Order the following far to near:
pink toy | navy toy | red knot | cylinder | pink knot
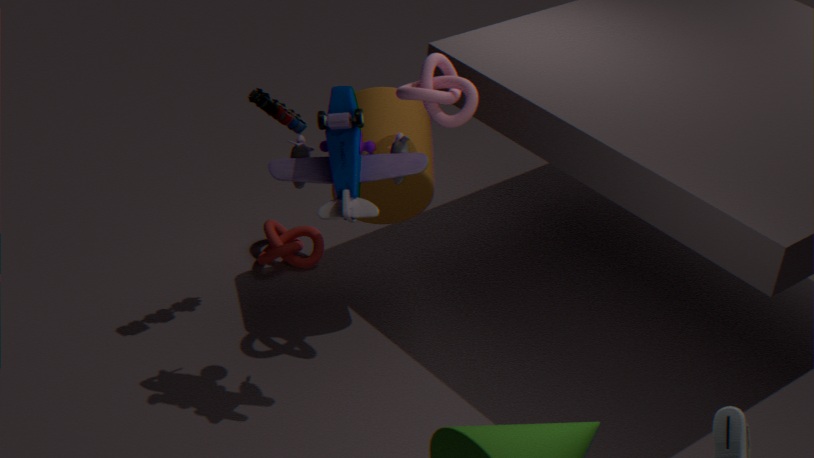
1. red knot
2. cylinder
3. pink toy
4. pink knot
5. navy toy
